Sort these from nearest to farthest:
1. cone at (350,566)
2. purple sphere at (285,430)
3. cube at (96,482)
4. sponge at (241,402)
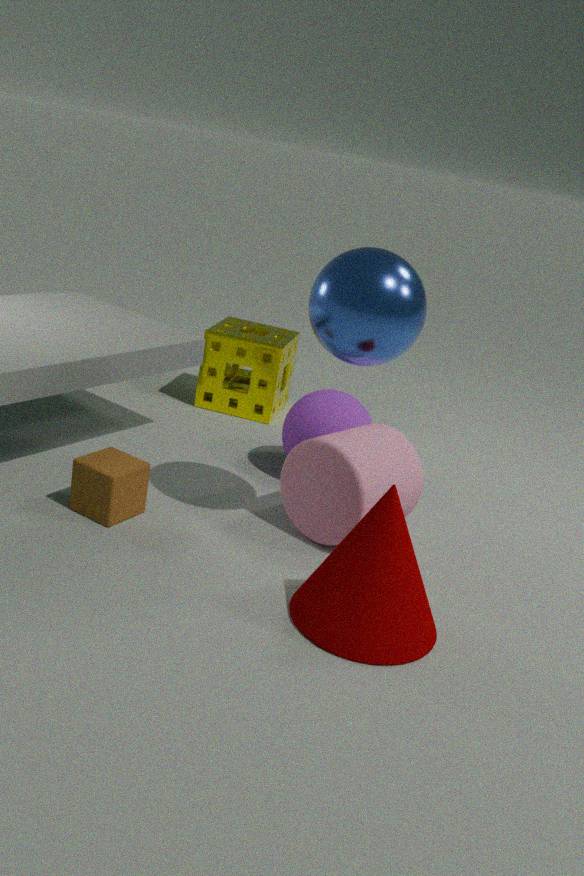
cone at (350,566), cube at (96,482), purple sphere at (285,430), sponge at (241,402)
